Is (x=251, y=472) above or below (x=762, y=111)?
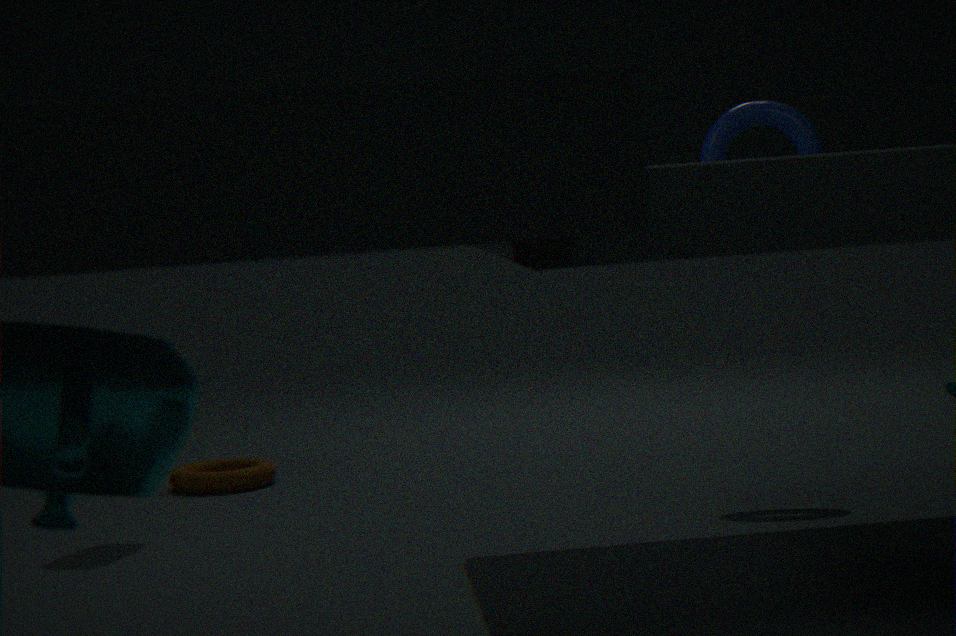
below
